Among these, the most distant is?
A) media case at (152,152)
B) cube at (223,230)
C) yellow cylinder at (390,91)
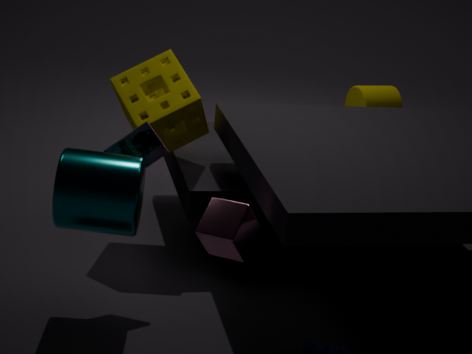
yellow cylinder at (390,91)
